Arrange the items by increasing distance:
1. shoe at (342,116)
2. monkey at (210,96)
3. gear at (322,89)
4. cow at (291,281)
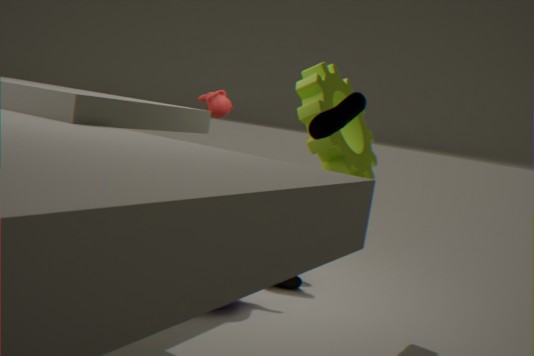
shoe at (342,116), gear at (322,89), cow at (291,281), monkey at (210,96)
